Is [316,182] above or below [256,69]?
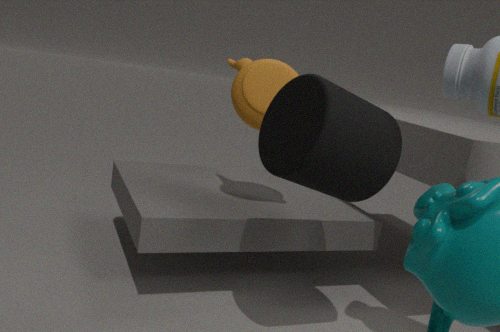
below
